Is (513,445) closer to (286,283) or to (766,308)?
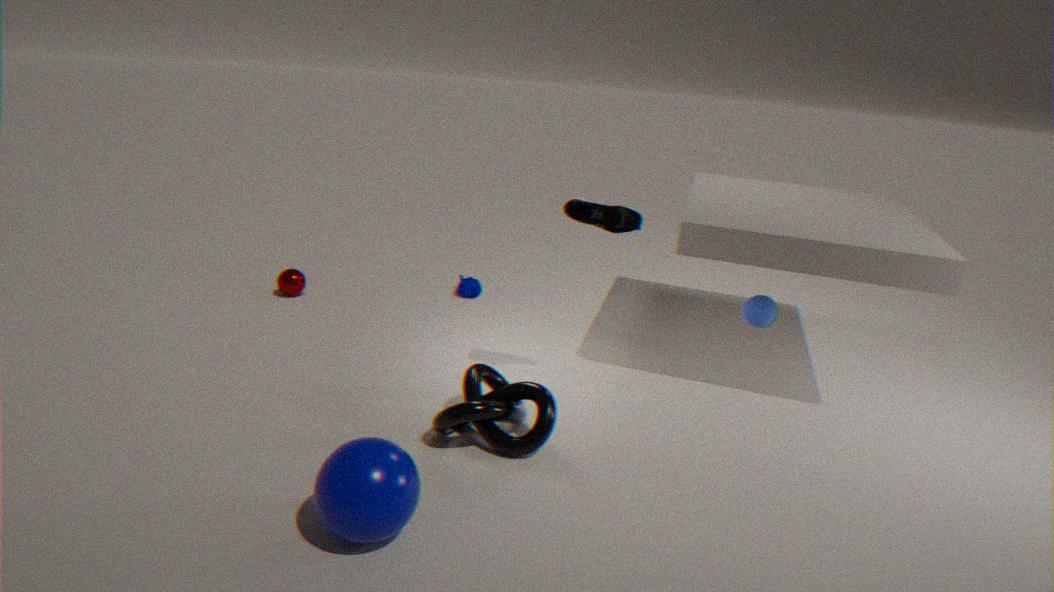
(766,308)
